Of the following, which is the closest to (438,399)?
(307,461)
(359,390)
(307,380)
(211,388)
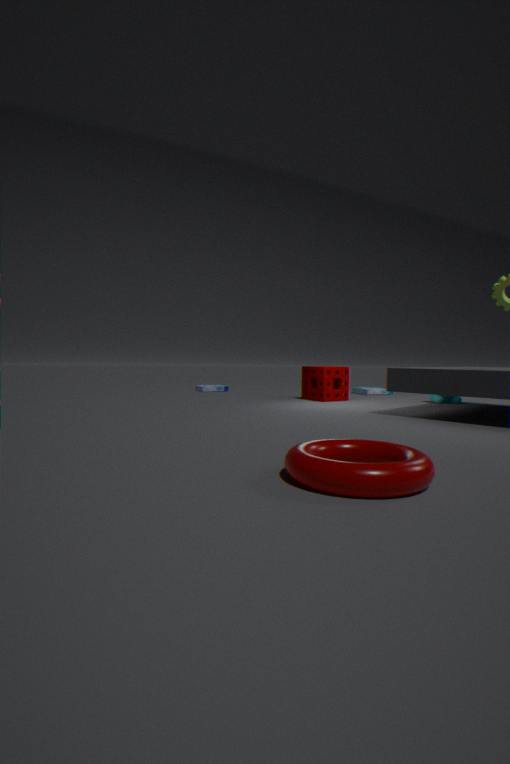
(359,390)
